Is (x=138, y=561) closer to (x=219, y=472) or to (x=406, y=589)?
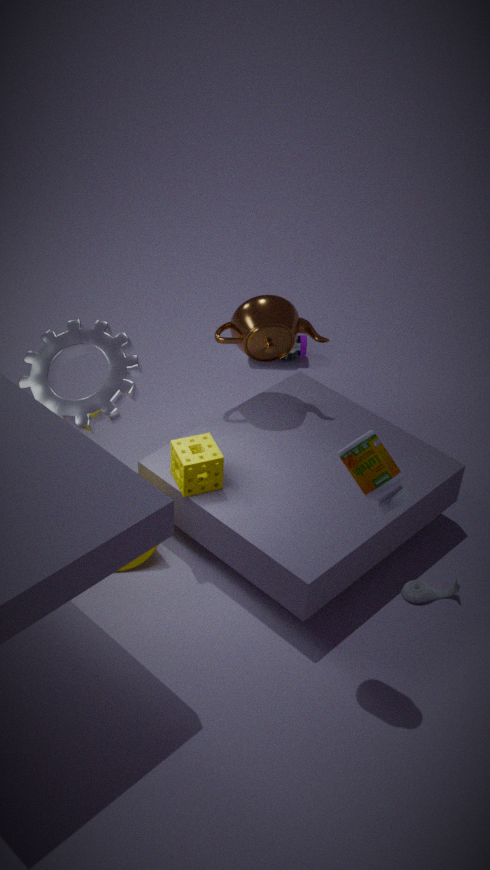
(x=219, y=472)
